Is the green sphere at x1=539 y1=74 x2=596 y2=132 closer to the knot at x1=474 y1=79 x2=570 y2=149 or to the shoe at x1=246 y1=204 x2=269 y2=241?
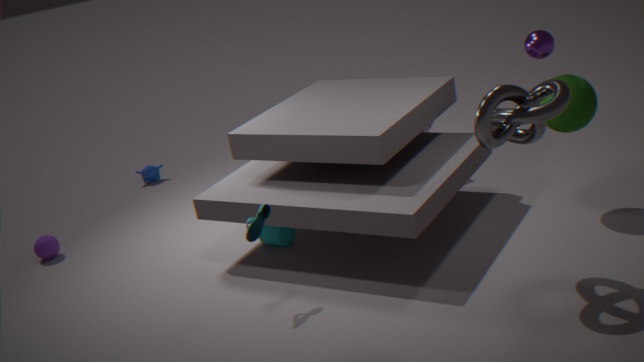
the knot at x1=474 y1=79 x2=570 y2=149
